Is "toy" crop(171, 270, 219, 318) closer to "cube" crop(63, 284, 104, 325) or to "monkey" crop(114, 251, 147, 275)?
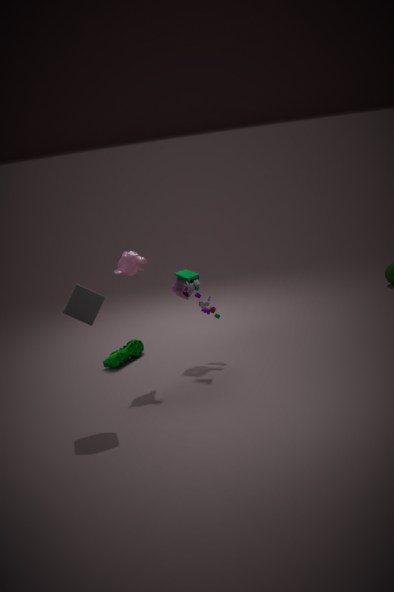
"monkey" crop(114, 251, 147, 275)
